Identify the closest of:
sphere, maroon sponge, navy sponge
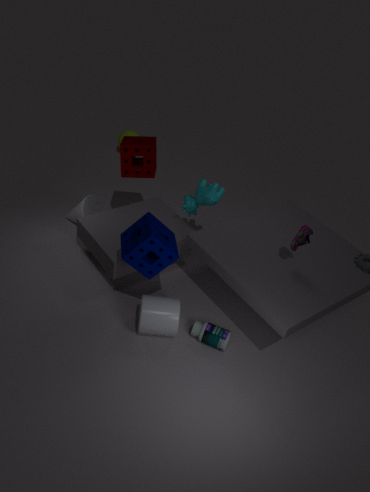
navy sponge
